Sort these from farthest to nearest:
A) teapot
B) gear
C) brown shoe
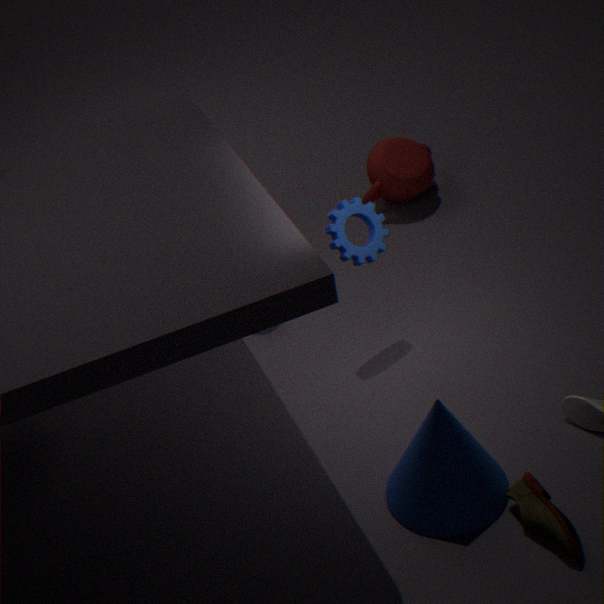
1. teapot
2. gear
3. brown shoe
